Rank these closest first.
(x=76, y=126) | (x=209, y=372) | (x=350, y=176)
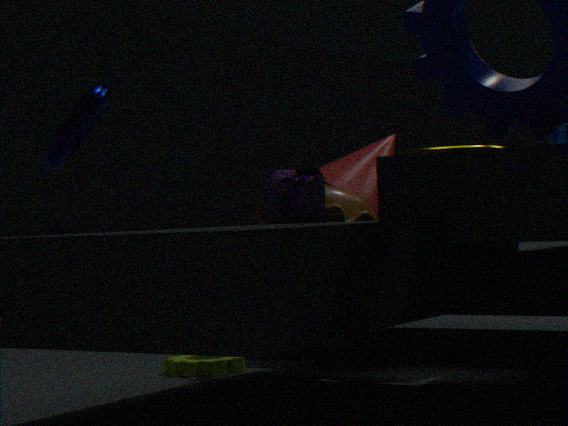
1. (x=76, y=126)
2. (x=209, y=372)
3. (x=350, y=176)
